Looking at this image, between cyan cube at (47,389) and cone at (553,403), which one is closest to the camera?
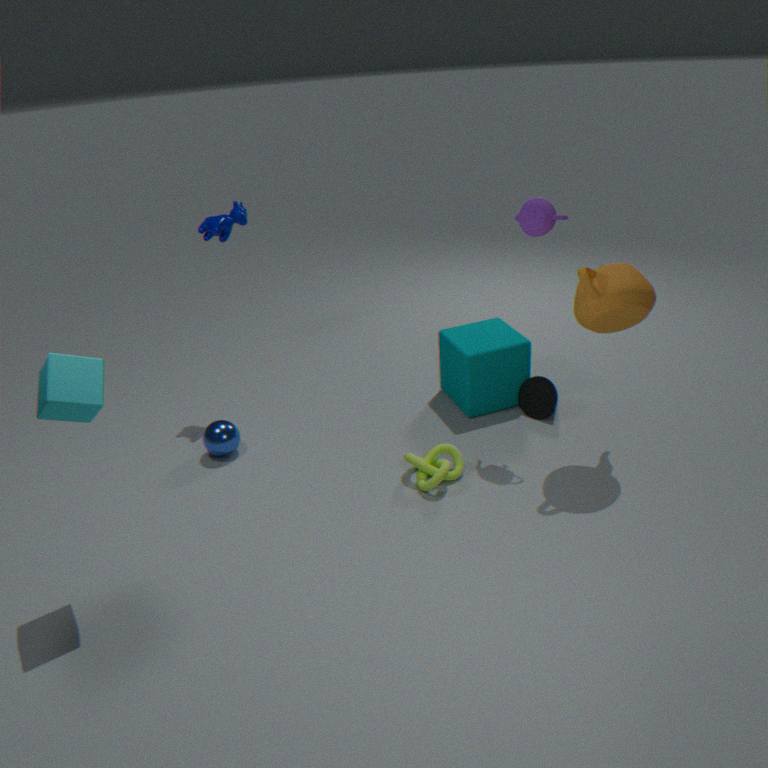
→ cyan cube at (47,389)
